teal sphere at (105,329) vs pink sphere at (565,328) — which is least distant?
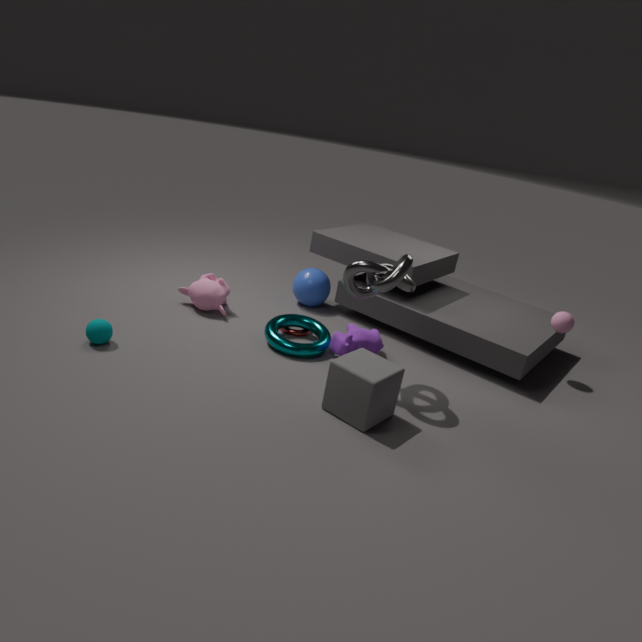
teal sphere at (105,329)
